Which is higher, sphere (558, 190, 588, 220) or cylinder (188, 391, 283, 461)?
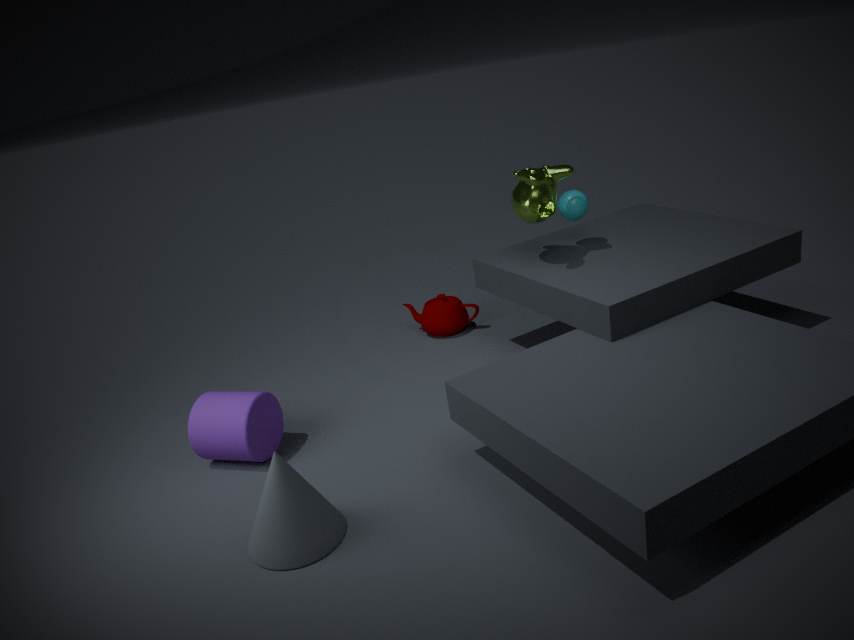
sphere (558, 190, 588, 220)
